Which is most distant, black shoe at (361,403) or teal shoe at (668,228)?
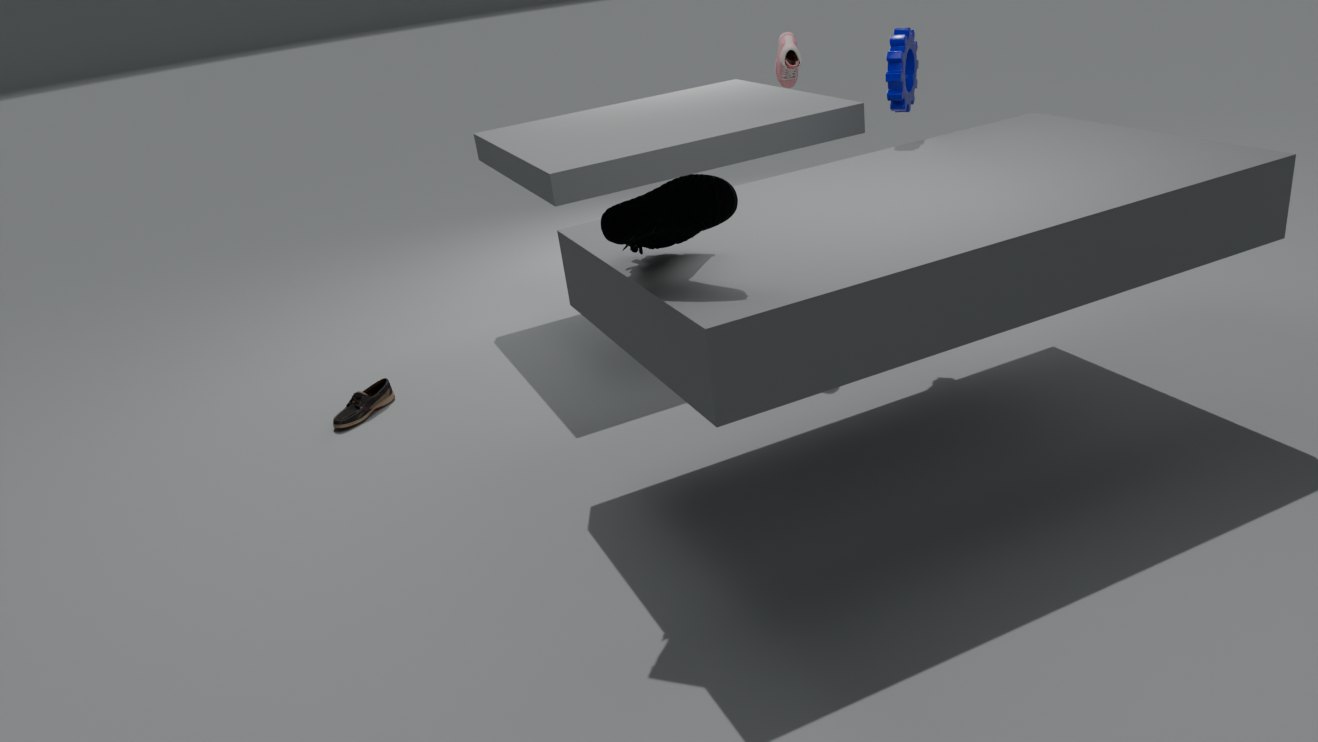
black shoe at (361,403)
